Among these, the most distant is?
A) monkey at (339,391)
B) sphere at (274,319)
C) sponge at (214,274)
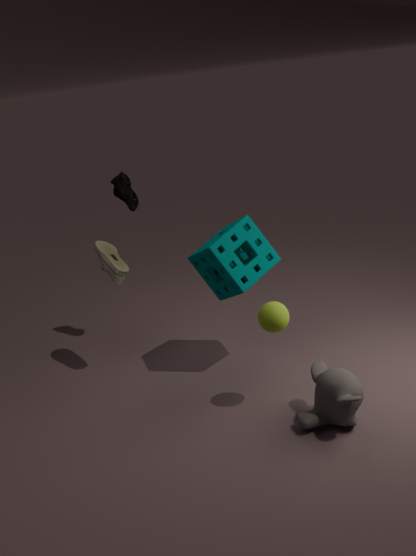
sponge at (214,274)
